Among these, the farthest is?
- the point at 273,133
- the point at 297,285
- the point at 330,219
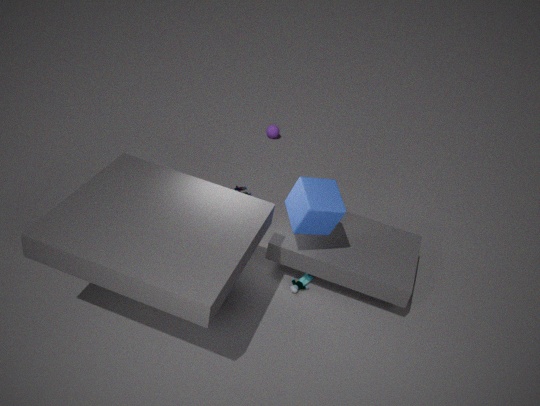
the point at 273,133
